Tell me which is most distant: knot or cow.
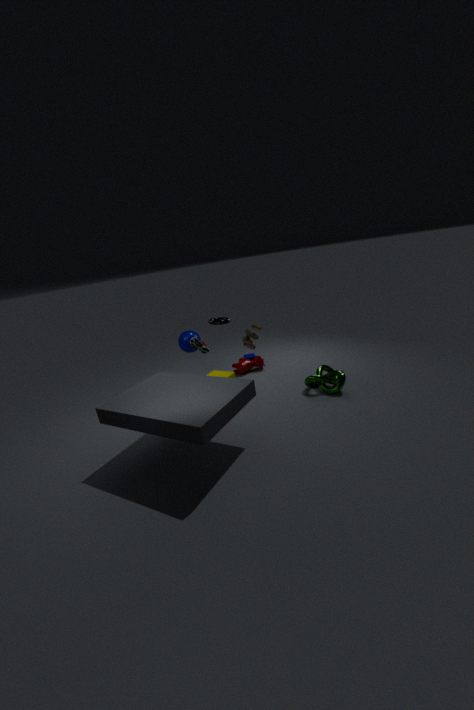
cow
